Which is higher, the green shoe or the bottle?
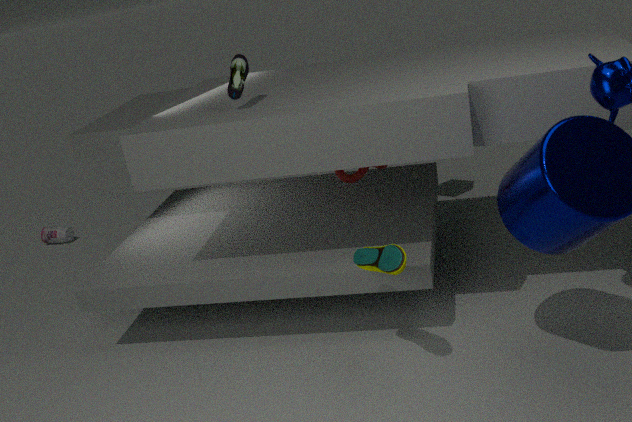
the green shoe
